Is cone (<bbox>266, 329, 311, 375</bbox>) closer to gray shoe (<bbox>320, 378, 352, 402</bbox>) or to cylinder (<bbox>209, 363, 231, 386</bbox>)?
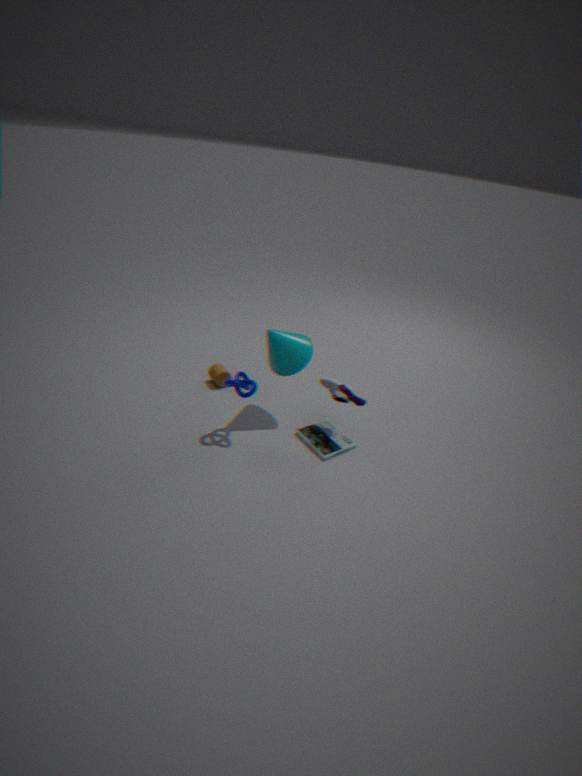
gray shoe (<bbox>320, 378, 352, 402</bbox>)
